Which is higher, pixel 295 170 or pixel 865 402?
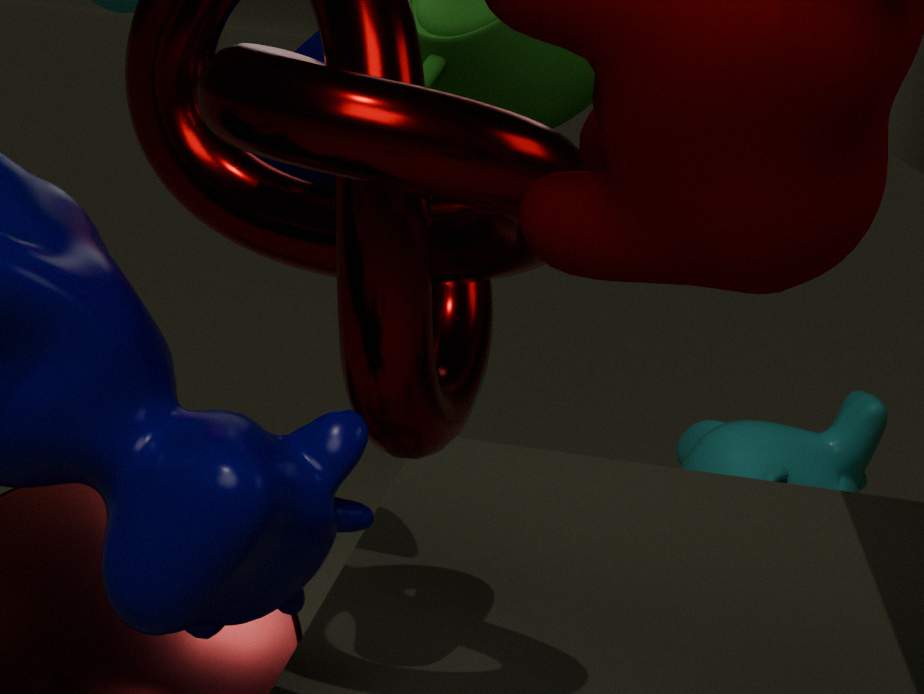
pixel 295 170
